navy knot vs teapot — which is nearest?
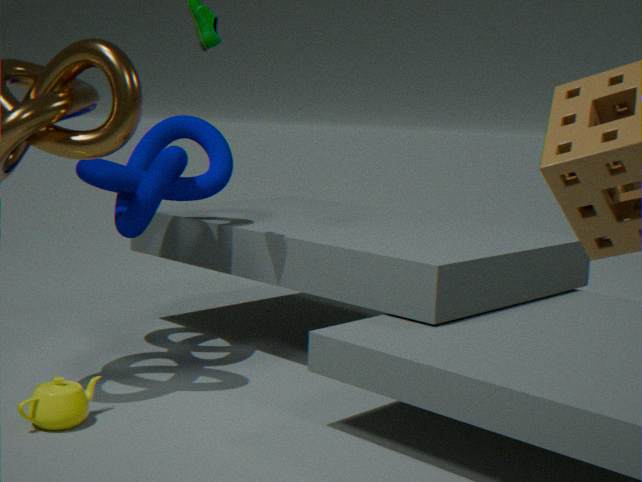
teapot
